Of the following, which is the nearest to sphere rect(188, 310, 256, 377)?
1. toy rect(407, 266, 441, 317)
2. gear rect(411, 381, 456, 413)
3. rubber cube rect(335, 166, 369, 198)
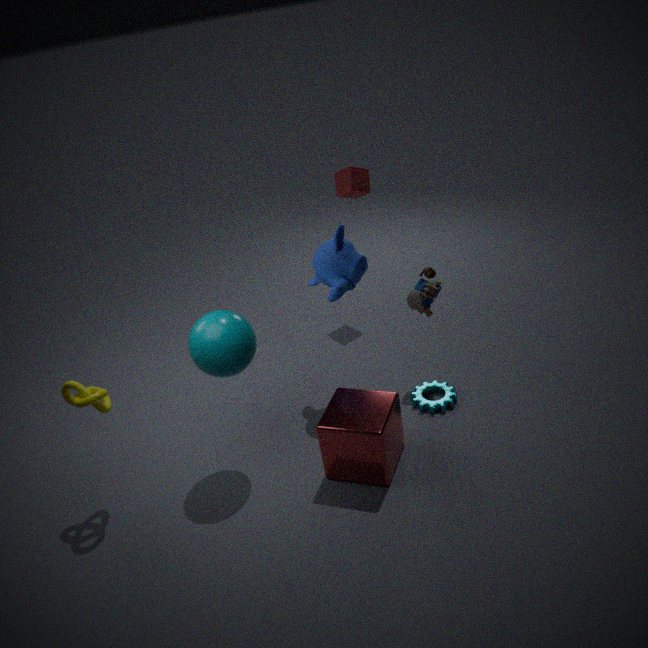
toy rect(407, 266, 441, 317)
